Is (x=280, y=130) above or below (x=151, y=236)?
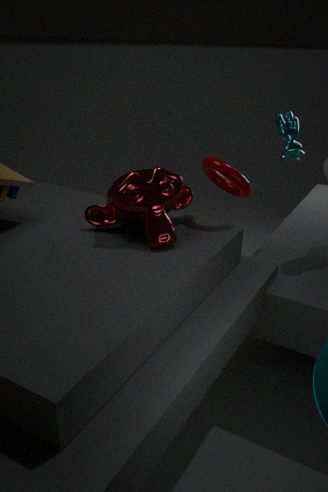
above
